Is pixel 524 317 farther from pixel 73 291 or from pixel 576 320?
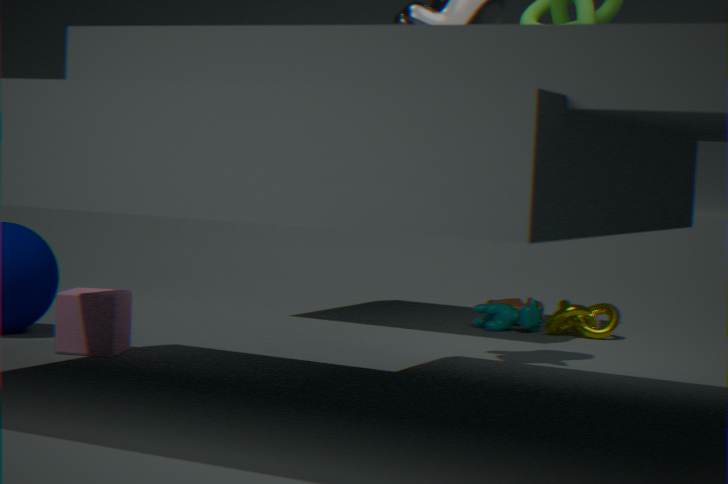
pixel 73 291
